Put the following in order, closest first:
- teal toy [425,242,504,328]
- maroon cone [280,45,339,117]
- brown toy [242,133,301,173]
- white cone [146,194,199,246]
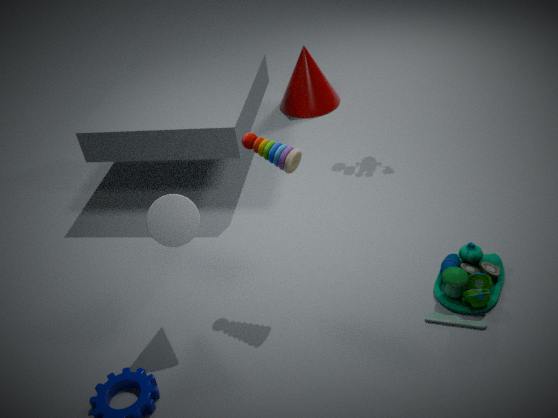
1. white cone [146,194,199,246]
2. brown toy [242,133,301,173]
3. teal toy [425,242,504,328]
4. maroon cone [280,45,339,117]
